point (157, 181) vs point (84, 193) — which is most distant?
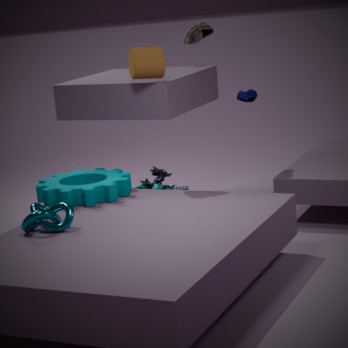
point (157, 181)
